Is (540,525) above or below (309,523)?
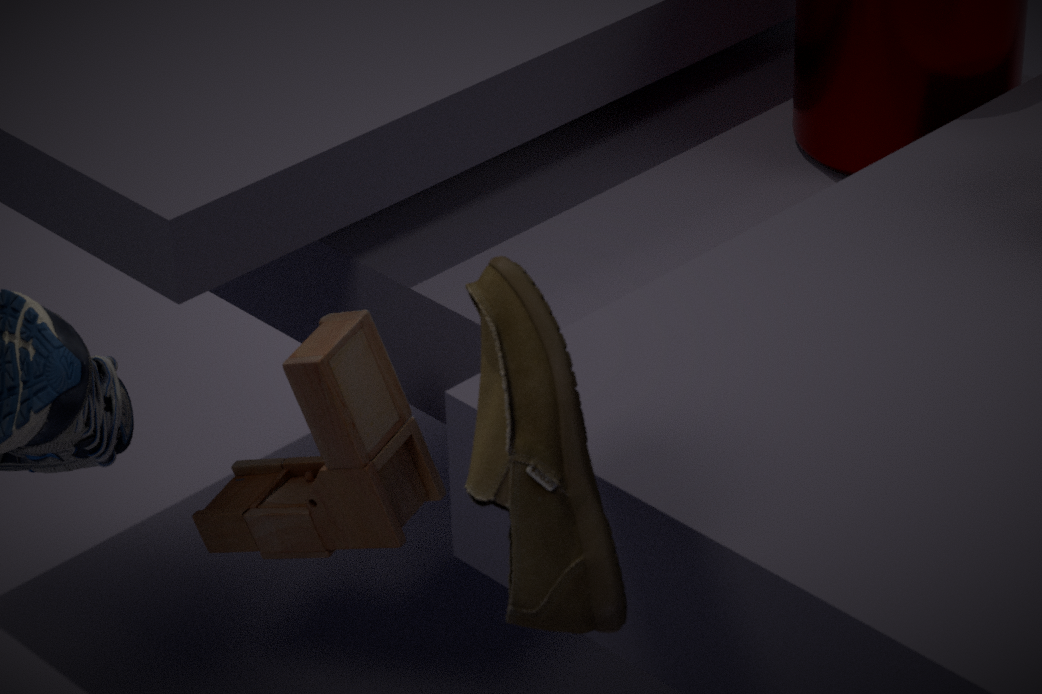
above
